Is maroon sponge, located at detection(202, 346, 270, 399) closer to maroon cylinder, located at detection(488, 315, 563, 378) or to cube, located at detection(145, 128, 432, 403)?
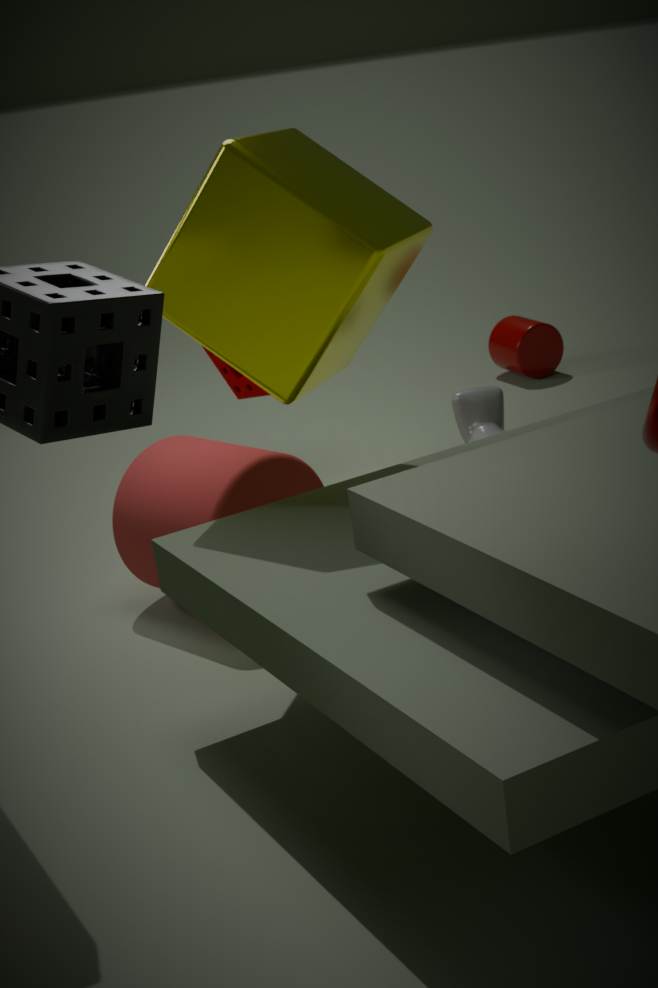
cube, located at detection(145, 128, 432, 403)
